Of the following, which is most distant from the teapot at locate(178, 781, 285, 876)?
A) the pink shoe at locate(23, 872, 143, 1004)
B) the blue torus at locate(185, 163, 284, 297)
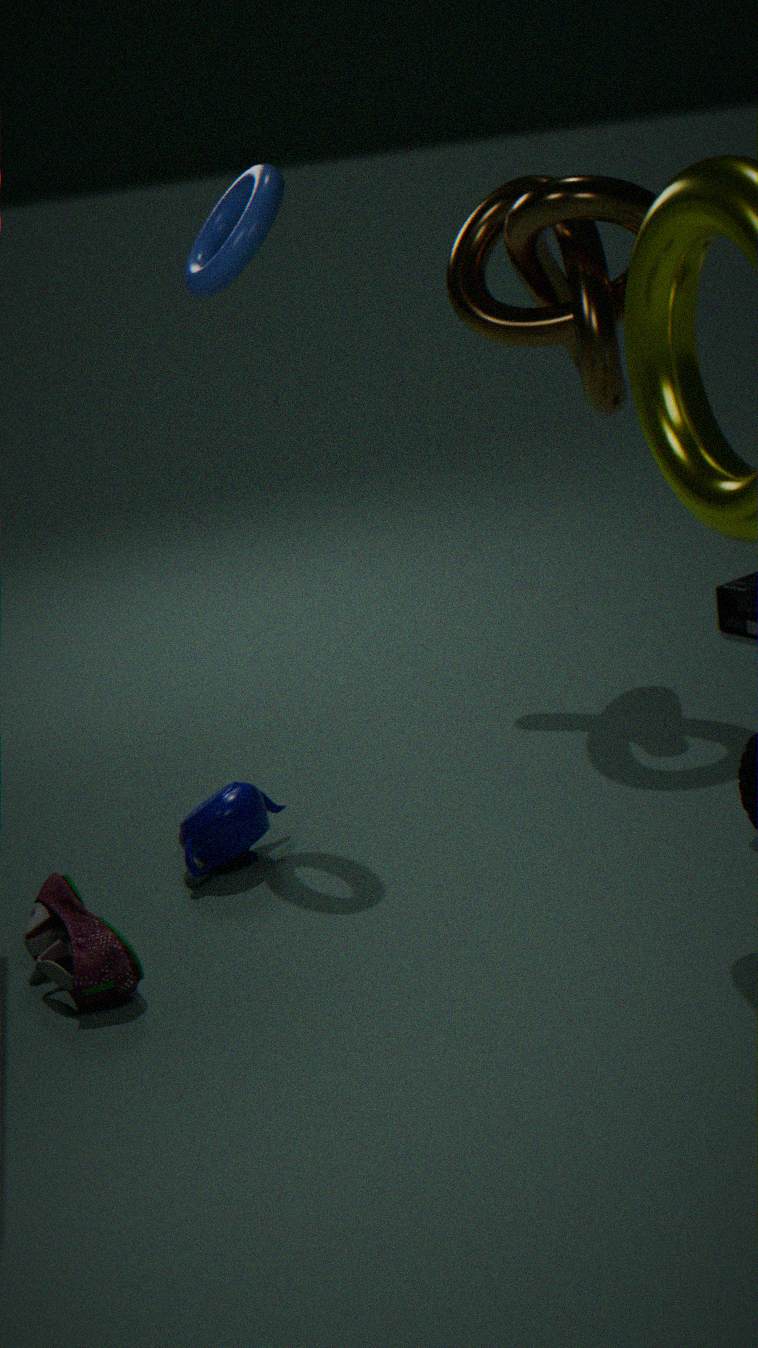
the blue torus at locate(185, 163, 284, 297)
